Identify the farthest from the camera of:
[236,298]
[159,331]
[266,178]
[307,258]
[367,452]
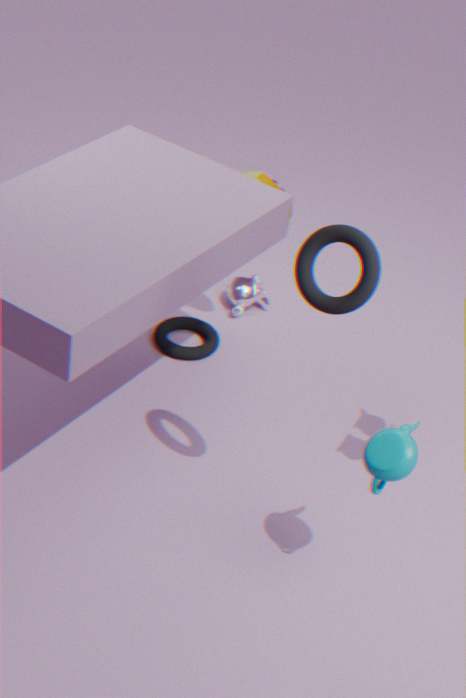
[236,298]
